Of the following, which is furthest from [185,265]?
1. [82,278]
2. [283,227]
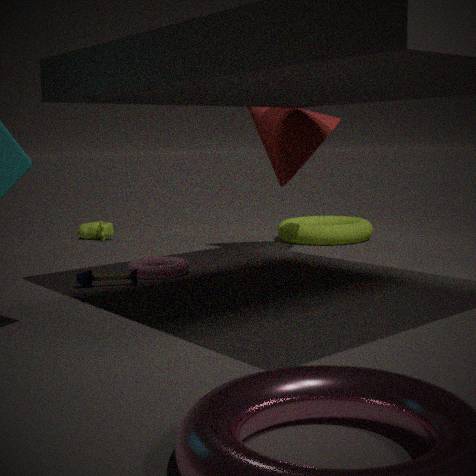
[283,227]
